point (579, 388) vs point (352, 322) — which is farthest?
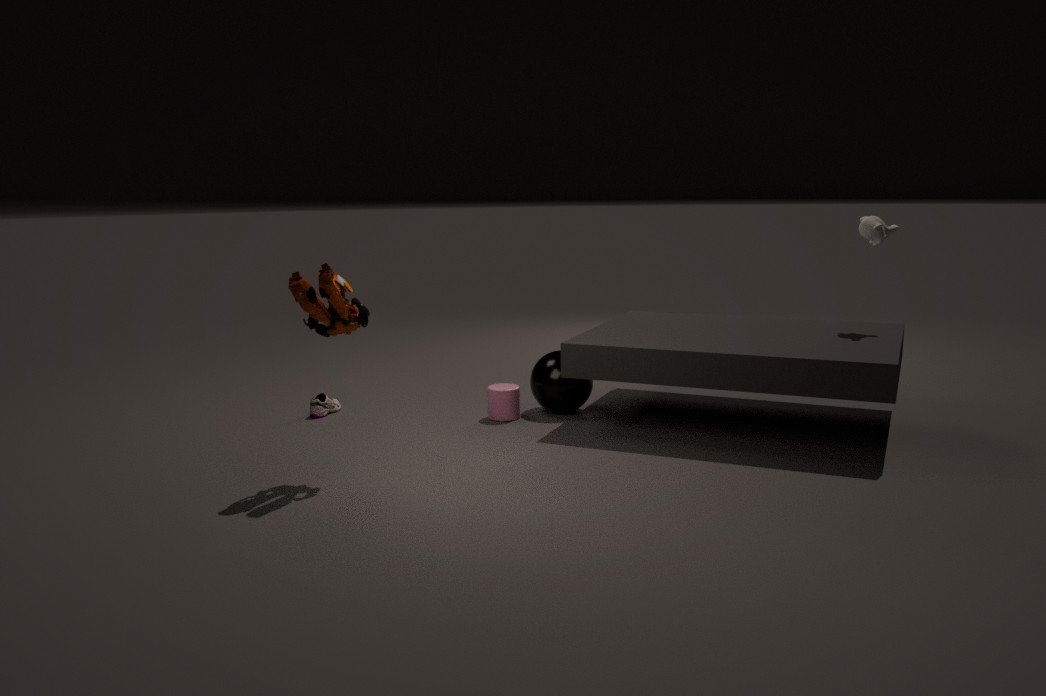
point (579, 388)
